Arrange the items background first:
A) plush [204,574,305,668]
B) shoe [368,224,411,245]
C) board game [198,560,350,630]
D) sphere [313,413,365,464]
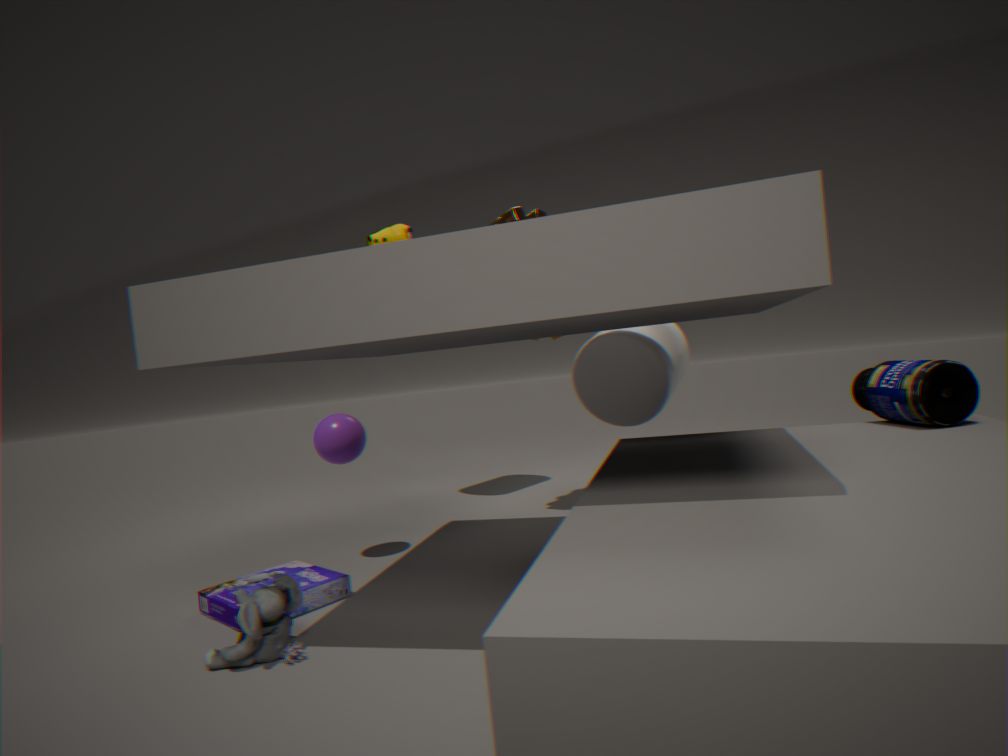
sphere [313,413,365,464]
board game [198,560,350,630]
plush [204,574,305,668]
shoe [368,224,411,245]
